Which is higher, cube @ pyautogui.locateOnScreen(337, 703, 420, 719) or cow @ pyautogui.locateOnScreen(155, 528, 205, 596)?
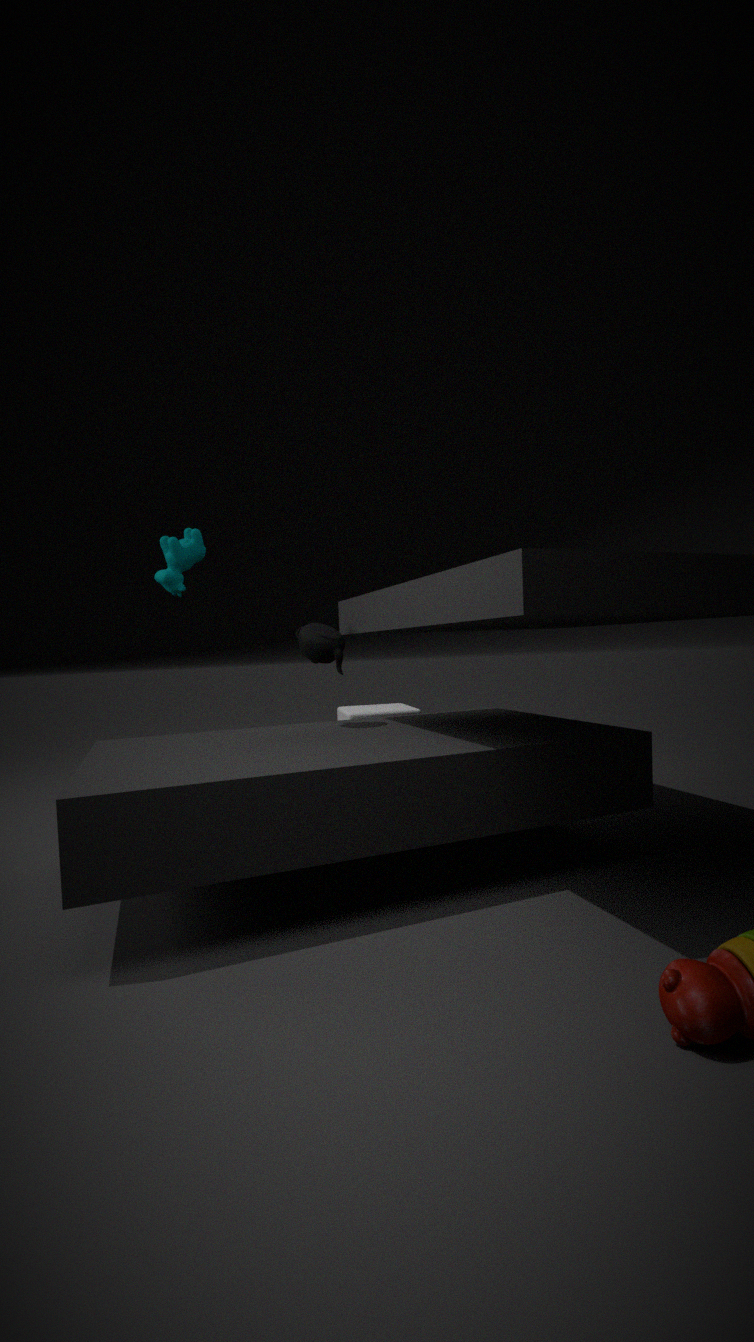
cow @ pyautogui.locateOnScreen(155, 528, 205, 596)
